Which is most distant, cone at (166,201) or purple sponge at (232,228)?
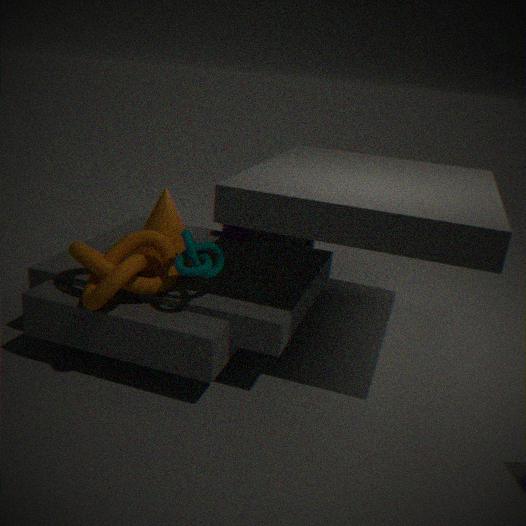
purple sponge at (232,228)
